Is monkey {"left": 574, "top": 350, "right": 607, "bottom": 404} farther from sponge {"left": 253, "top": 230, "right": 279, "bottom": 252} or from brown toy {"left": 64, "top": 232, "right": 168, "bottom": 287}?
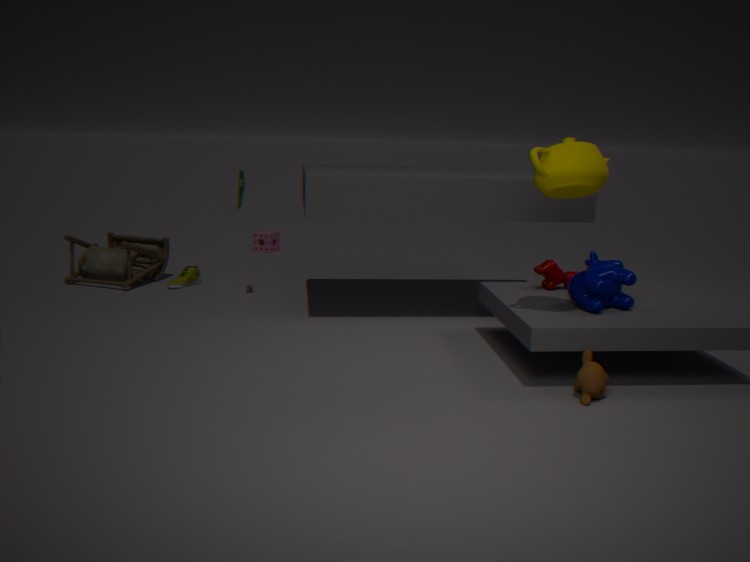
sponge {"left": 253, "top": 230, "right": 279, "bottom": 252}
